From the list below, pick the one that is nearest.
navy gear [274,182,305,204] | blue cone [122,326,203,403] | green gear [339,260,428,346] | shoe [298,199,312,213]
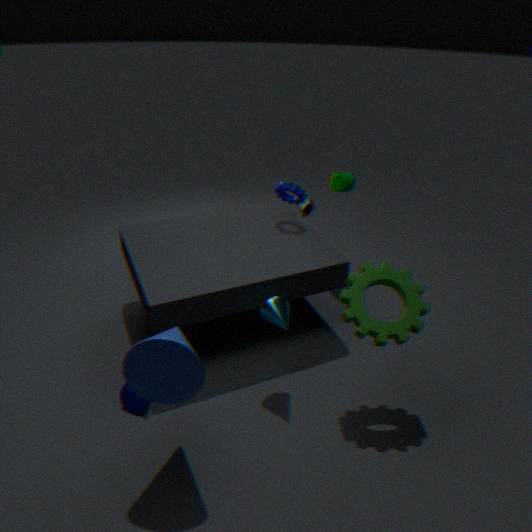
blue cone [122,326,203,403]
